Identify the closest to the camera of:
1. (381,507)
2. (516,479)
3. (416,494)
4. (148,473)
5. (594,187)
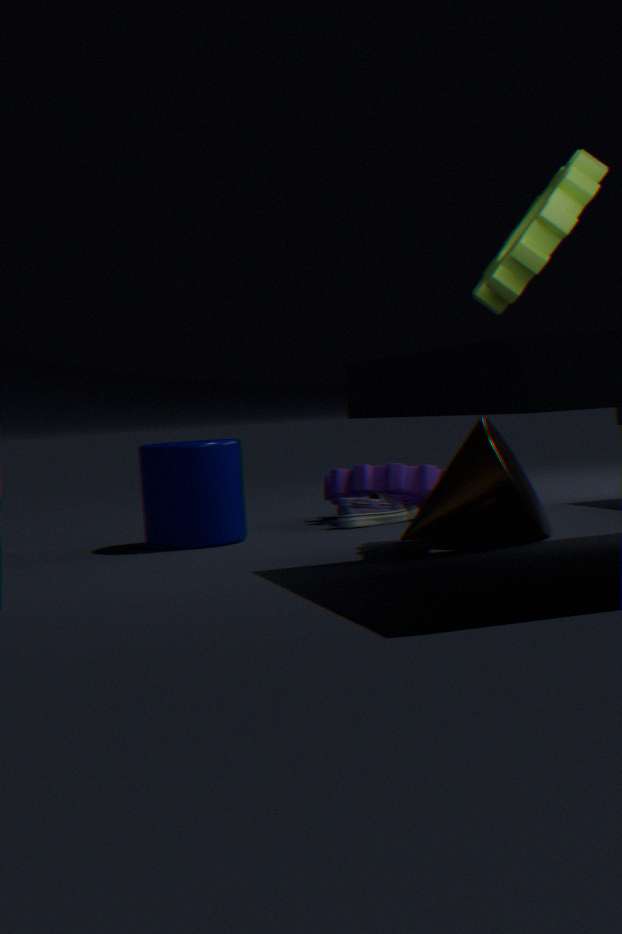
(594,187)
